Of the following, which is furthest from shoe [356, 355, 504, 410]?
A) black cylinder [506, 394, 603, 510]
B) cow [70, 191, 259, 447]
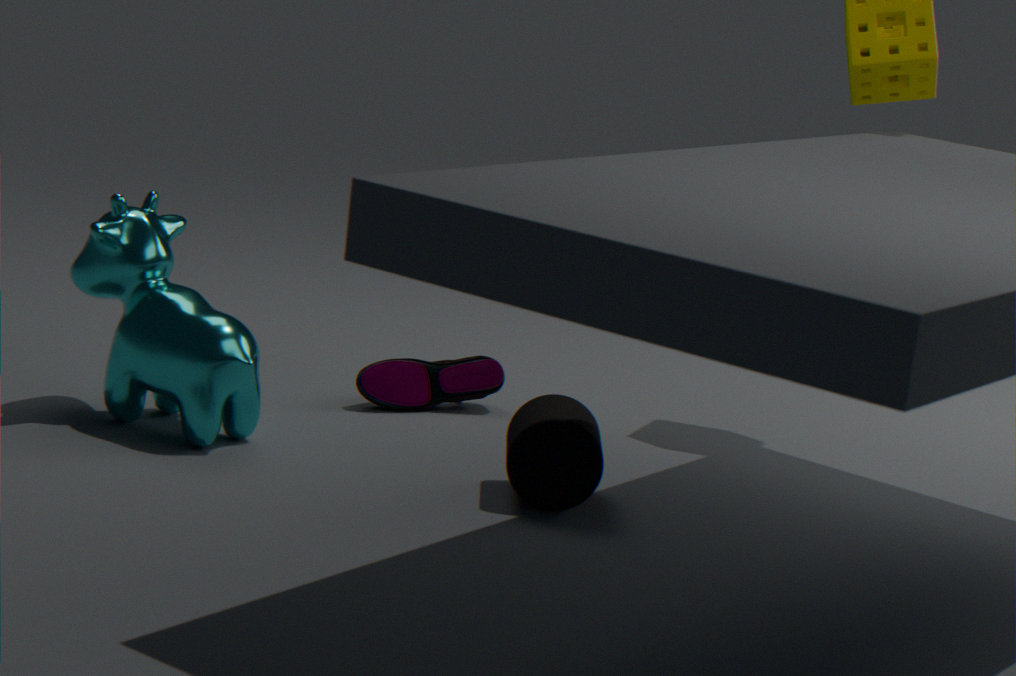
black cylinder [506, 394, 603, 510]
